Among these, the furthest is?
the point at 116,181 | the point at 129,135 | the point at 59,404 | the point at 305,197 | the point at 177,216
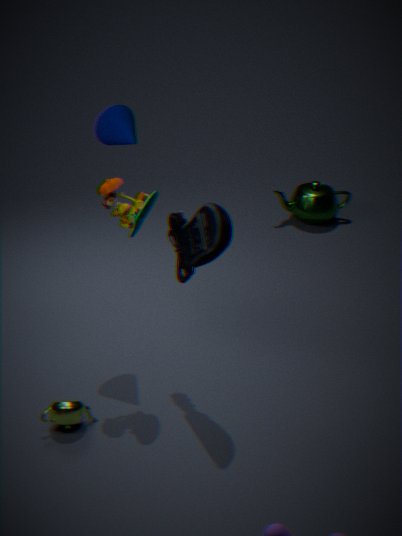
the point at 305,197
